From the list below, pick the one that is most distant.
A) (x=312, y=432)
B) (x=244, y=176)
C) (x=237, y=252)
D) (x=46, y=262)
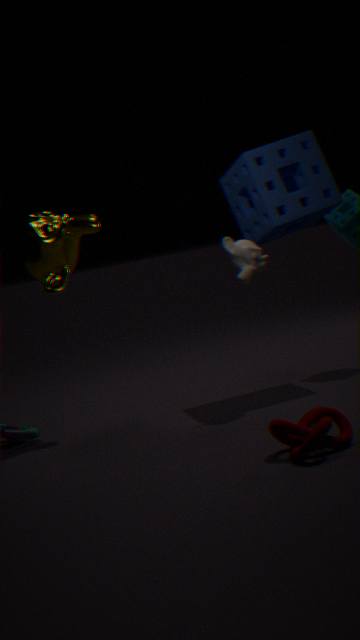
(x=244, y=176)
